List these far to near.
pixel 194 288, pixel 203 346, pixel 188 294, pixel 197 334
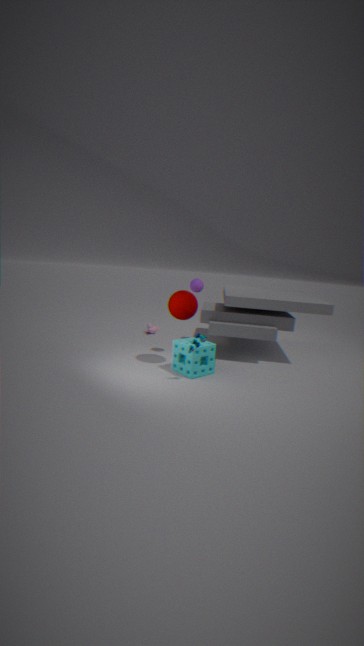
1. pixel 194 288
2. pixel 188 294
3. pixel 203 346
4. pixel 197 334
